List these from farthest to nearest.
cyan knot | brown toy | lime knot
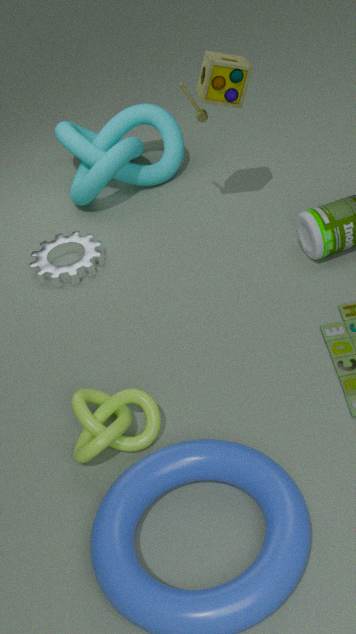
cyan knot → brown toy → lime knot
